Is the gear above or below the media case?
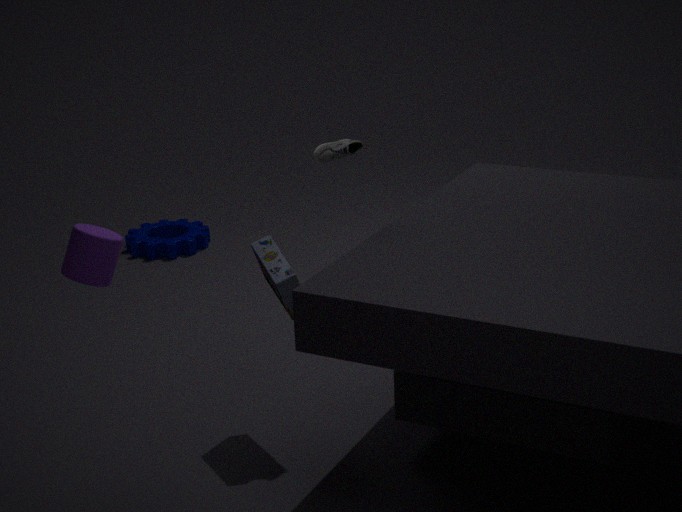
below
